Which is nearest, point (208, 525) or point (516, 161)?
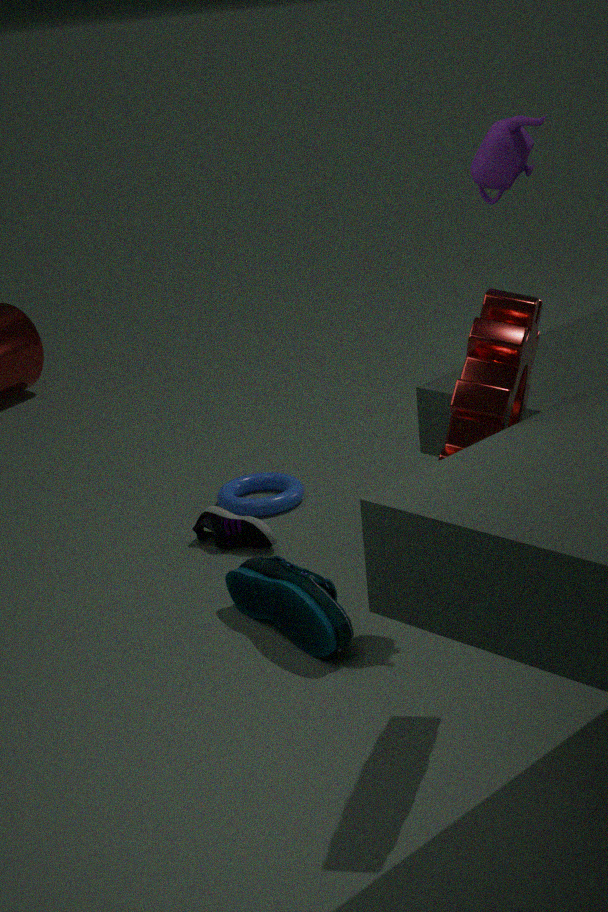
point (516, 161)
